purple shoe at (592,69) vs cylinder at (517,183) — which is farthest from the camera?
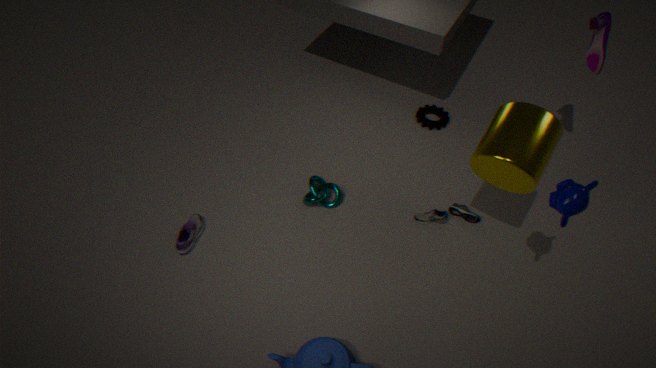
purple shoe at (592,69)
